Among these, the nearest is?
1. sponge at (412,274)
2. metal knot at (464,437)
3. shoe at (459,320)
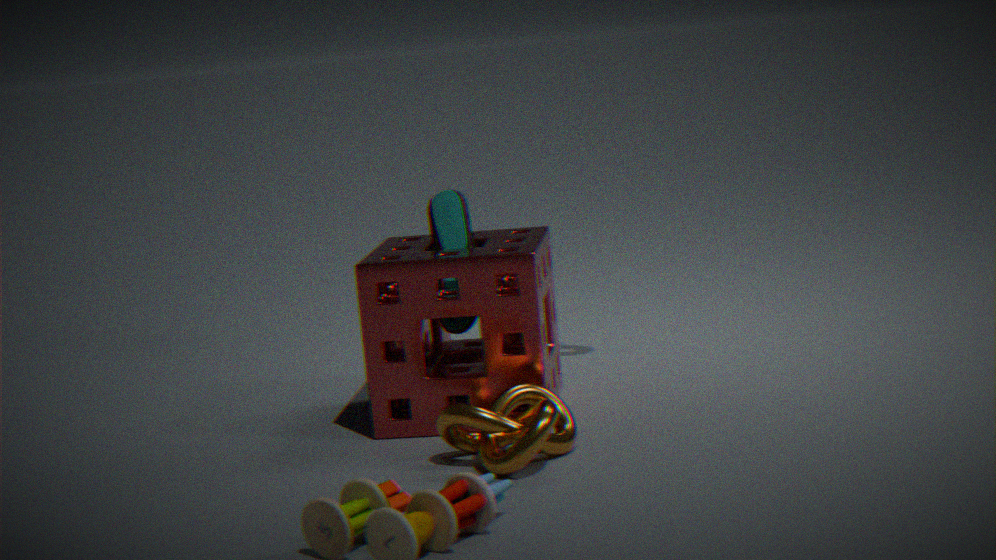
metal knot at (464,437)
